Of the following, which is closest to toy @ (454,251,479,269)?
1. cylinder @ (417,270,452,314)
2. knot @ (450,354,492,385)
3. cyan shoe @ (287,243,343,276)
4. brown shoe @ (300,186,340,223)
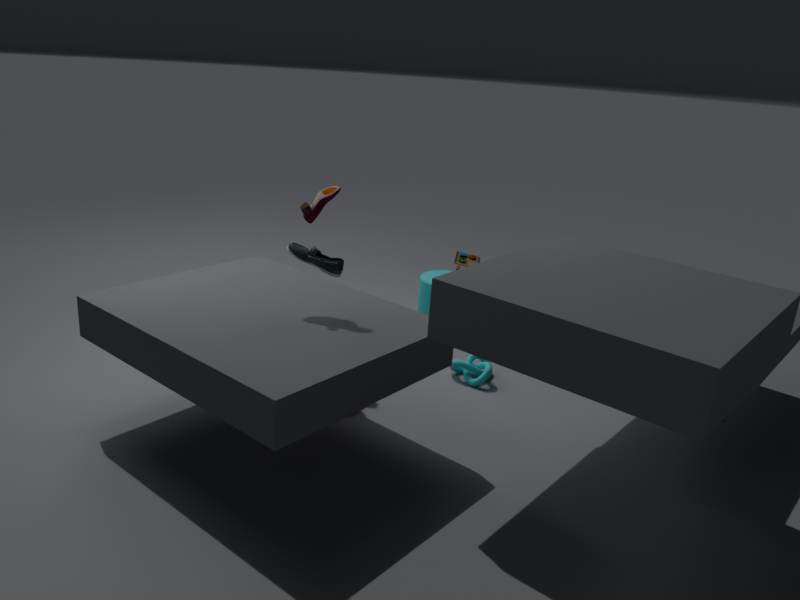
cylinder @ (417,270,452,314)
